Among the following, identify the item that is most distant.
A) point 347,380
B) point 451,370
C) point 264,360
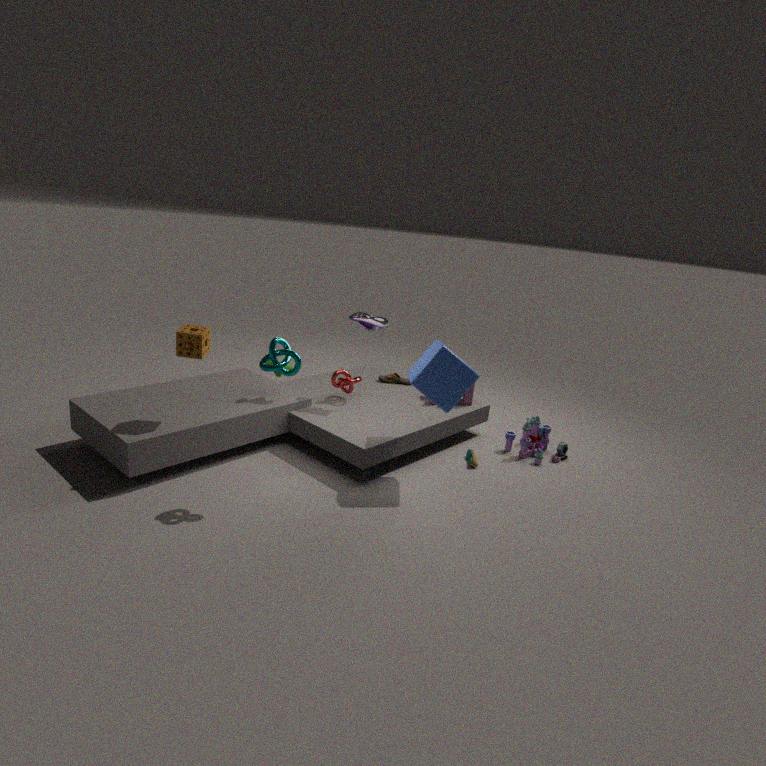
point 347,380
